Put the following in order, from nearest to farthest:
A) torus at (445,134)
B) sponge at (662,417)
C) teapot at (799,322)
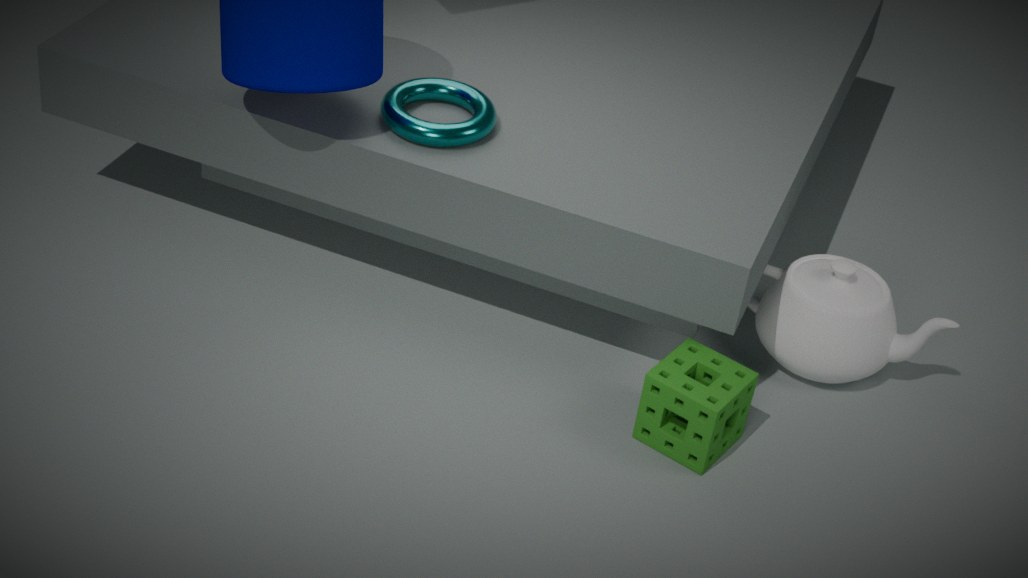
sponge at (662,417)
torus at (445,134)
teapot at (799,322)
